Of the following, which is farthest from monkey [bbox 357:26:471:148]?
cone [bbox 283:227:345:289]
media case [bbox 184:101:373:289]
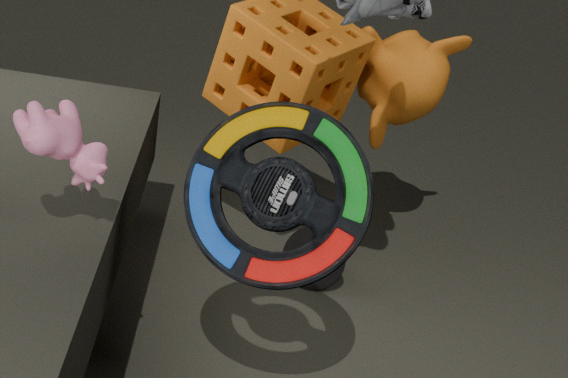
media case [bbox 184:101:373:289]
